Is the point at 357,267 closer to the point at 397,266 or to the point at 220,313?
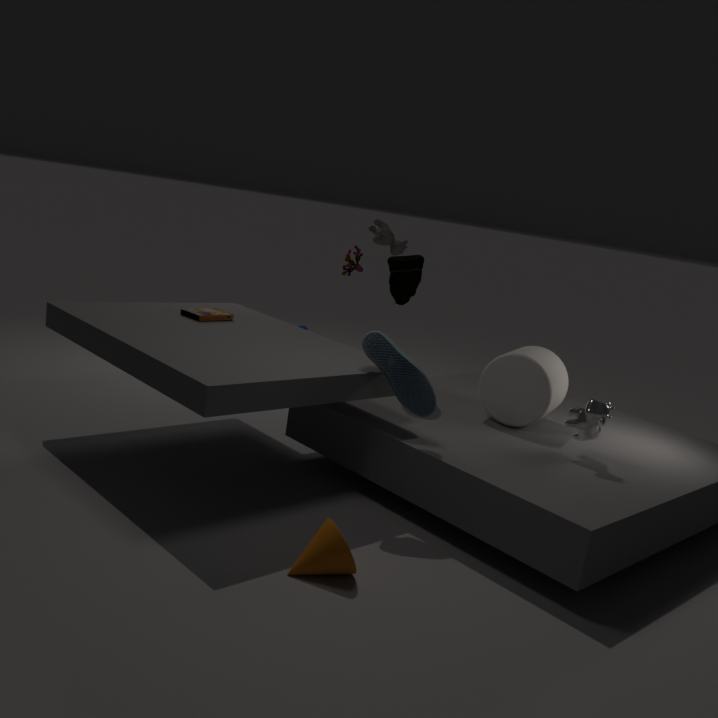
the point at 397,266
